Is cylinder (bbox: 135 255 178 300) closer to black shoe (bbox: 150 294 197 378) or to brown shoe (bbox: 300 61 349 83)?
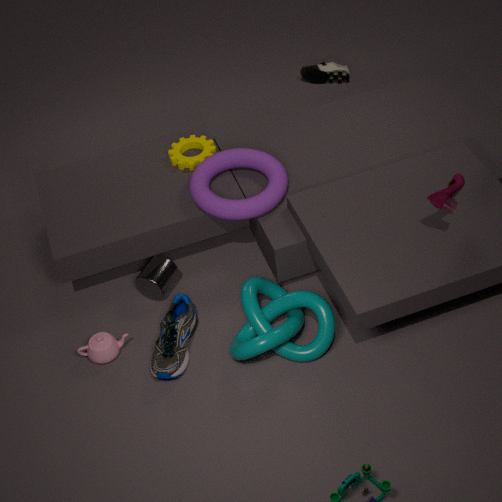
black shoe (bbox: 150 294 197 378)
